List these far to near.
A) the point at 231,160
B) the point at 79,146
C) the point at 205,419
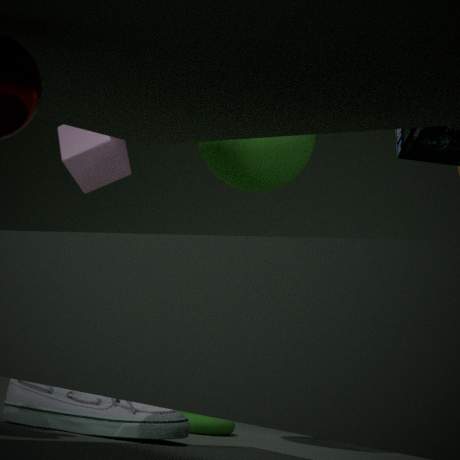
the point at 79,146, the point at 205,419, the point at 231,160
